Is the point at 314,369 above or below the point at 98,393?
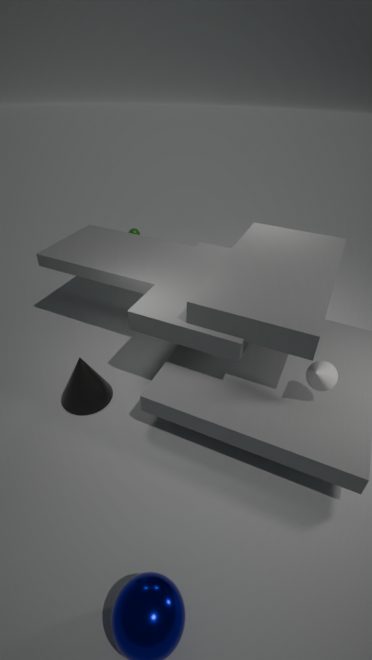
above
